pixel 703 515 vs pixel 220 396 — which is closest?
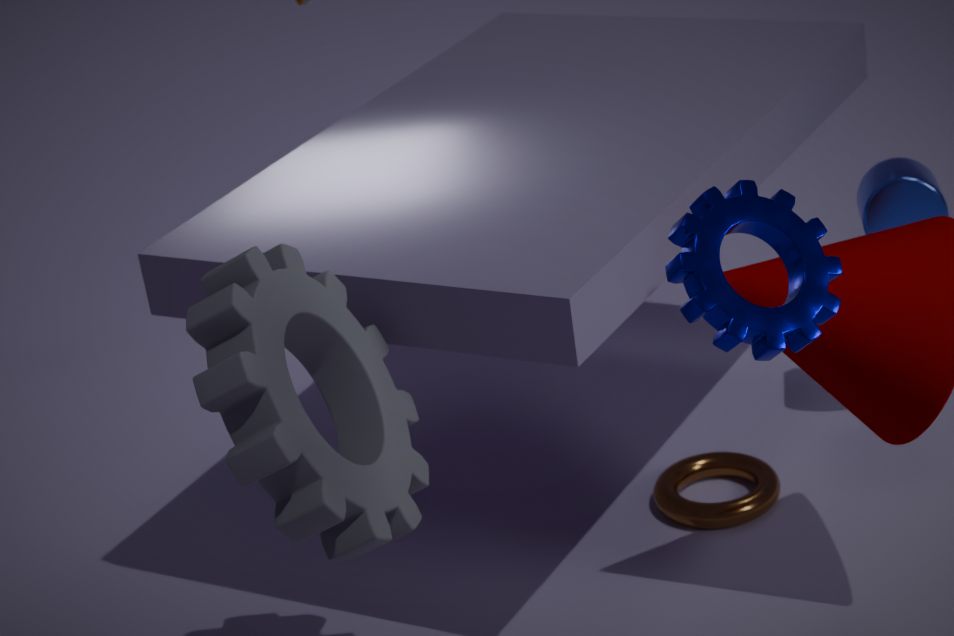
pixel 220 396
